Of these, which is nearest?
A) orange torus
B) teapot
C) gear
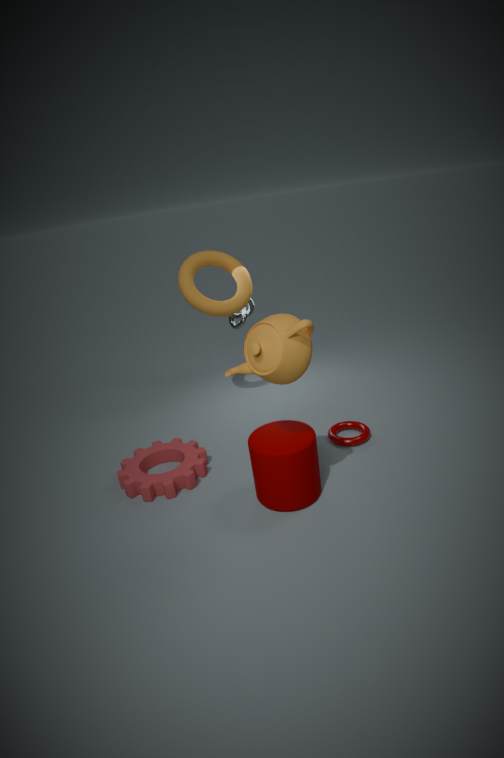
teapot
